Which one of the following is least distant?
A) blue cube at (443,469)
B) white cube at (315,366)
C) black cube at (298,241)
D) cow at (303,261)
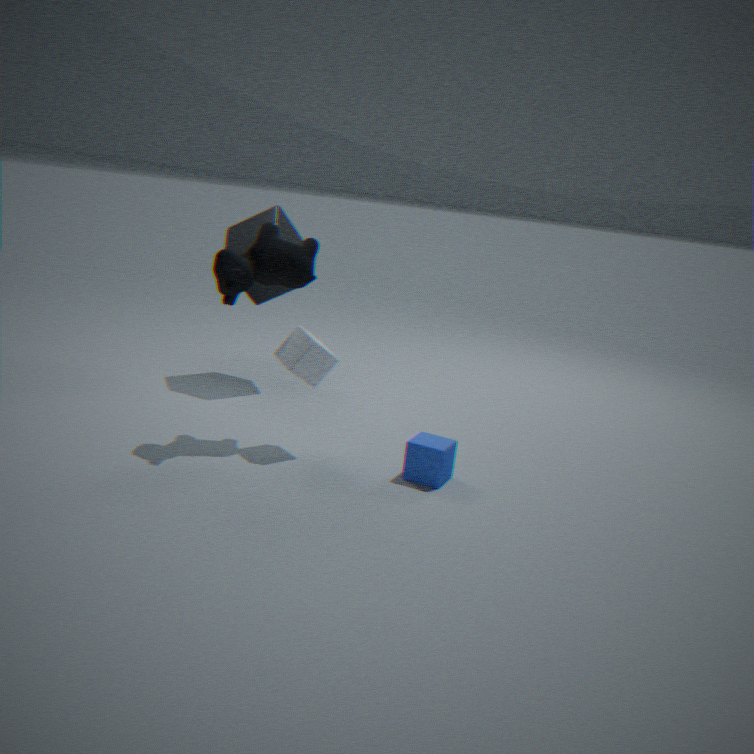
cow at (303,261)
